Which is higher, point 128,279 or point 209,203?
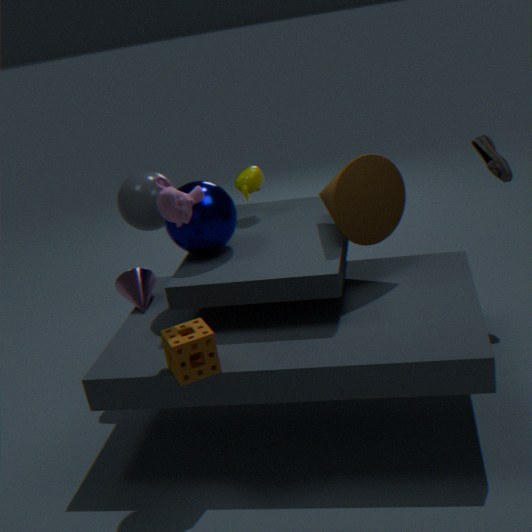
point 209,203
